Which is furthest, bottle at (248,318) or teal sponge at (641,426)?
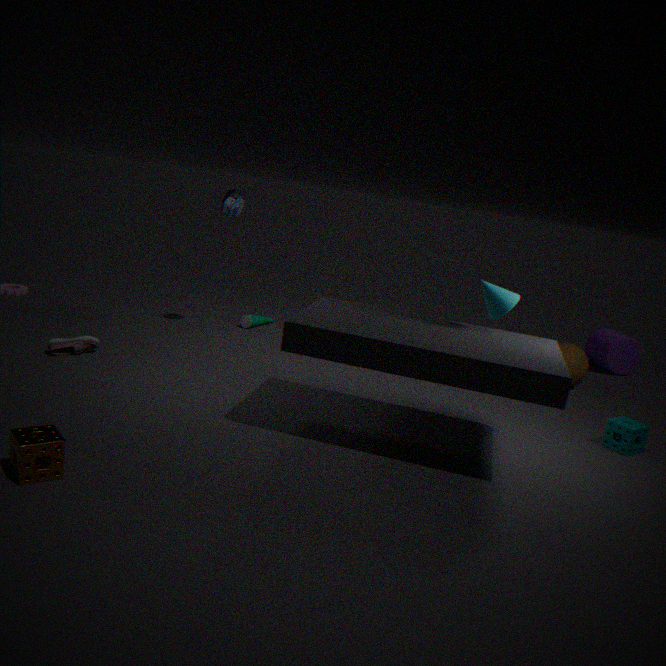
bottle at (248,318)
